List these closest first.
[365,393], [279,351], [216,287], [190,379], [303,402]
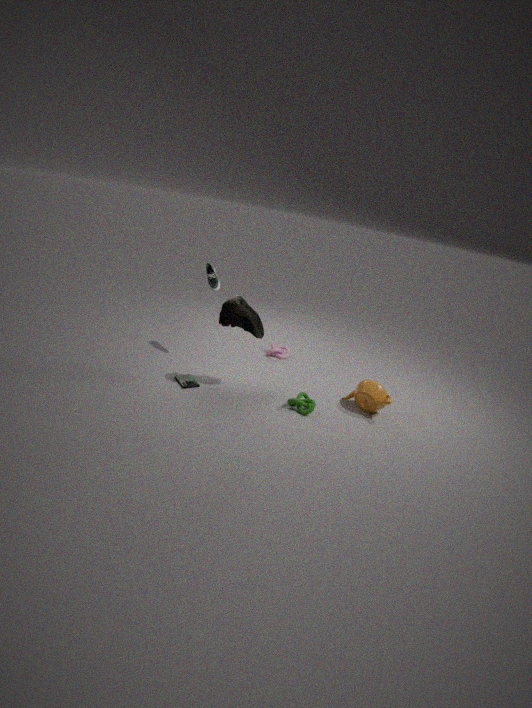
[303,402]
[365,393]
[190,379]
[216,287]
[279,351]
